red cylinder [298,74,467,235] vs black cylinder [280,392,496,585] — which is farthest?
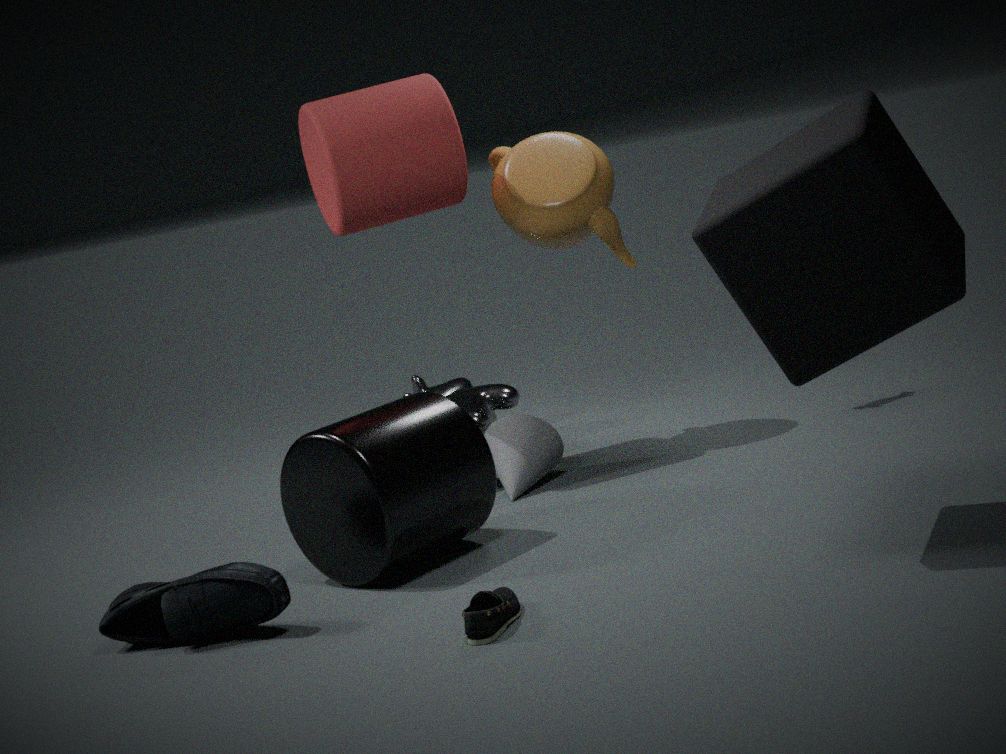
red cylinder [298,74,467,235]
